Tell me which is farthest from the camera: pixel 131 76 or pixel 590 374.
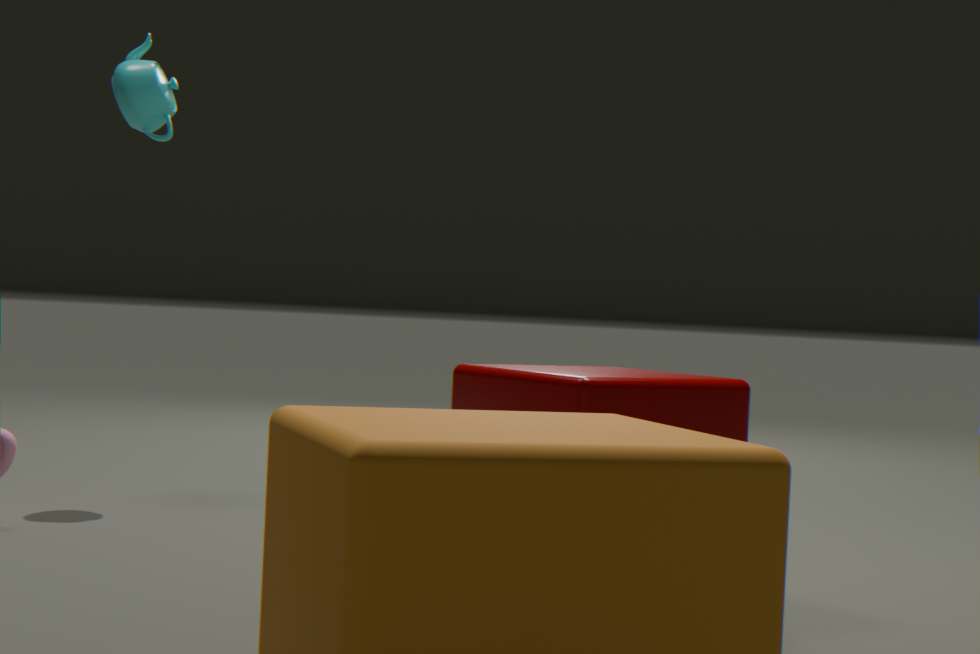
pixel 131 76
